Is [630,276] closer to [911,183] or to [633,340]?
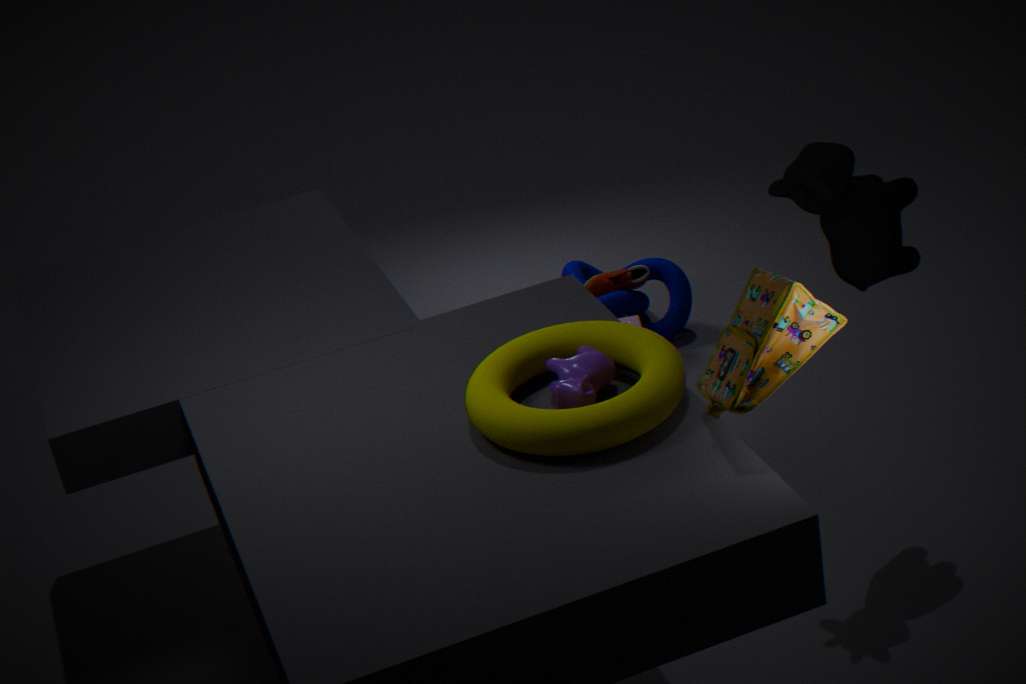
[911,183]
